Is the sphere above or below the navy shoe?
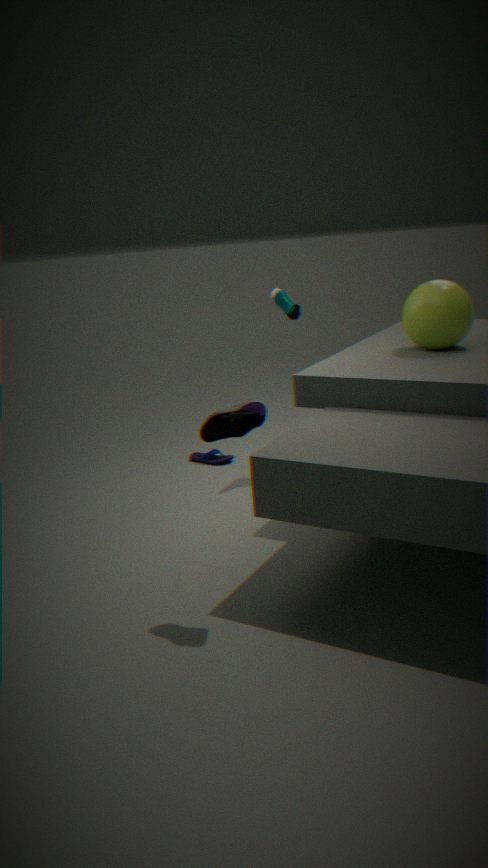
above
